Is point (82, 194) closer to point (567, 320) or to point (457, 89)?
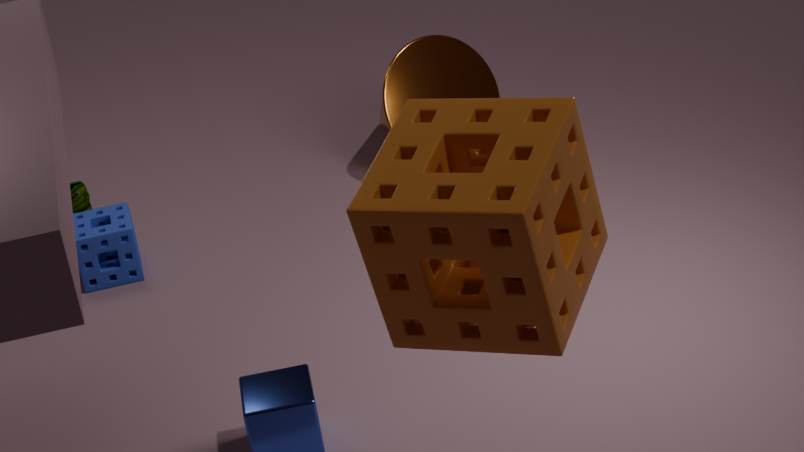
point (457, 89)
